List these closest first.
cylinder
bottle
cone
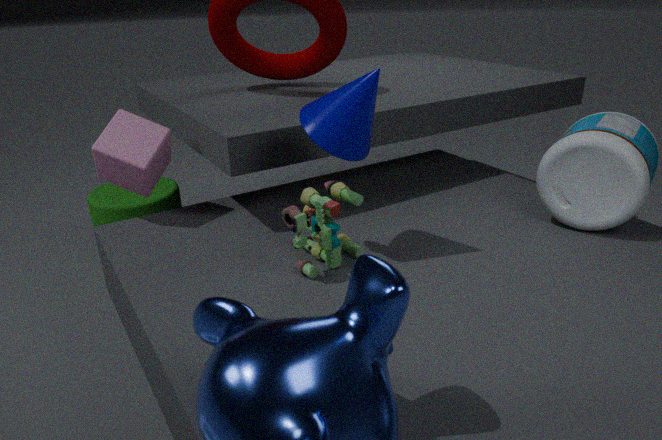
cone < bottle < cylinder
